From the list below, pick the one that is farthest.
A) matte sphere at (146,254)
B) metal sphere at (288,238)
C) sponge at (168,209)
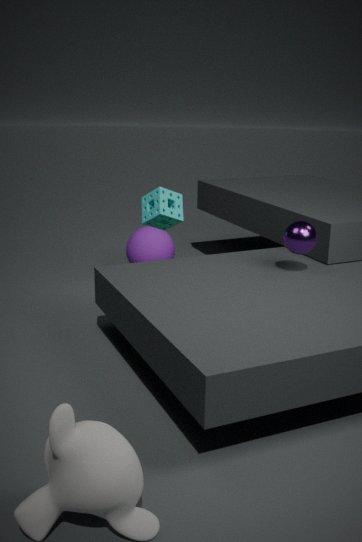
matte sphere at (146,254)
